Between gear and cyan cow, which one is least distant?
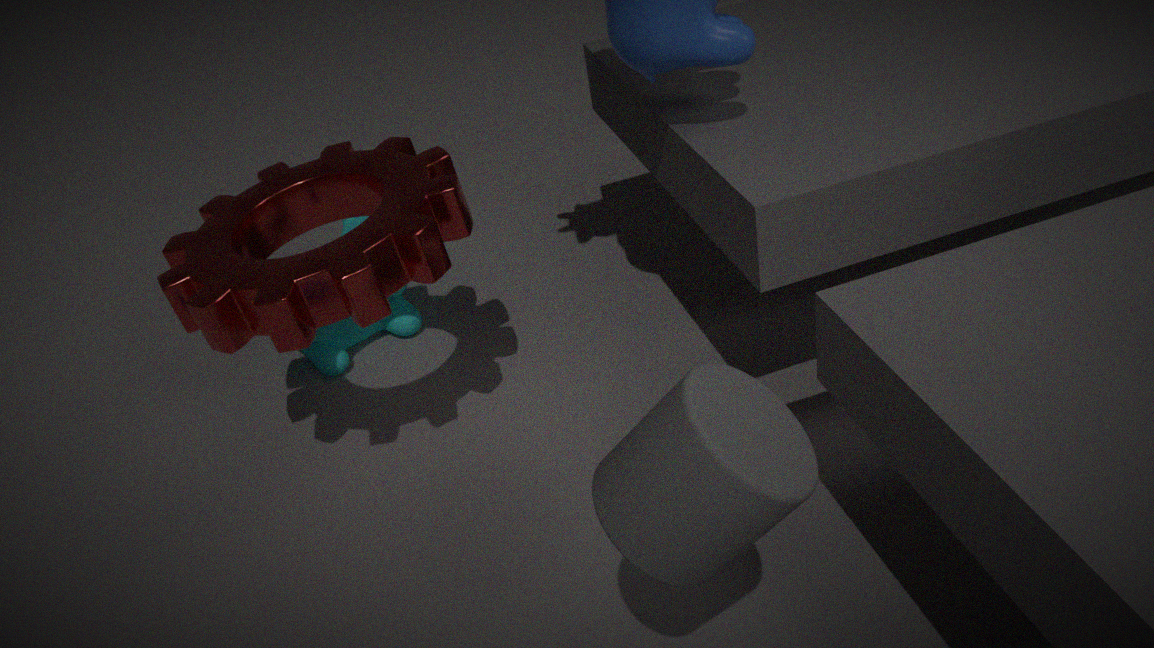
gear
